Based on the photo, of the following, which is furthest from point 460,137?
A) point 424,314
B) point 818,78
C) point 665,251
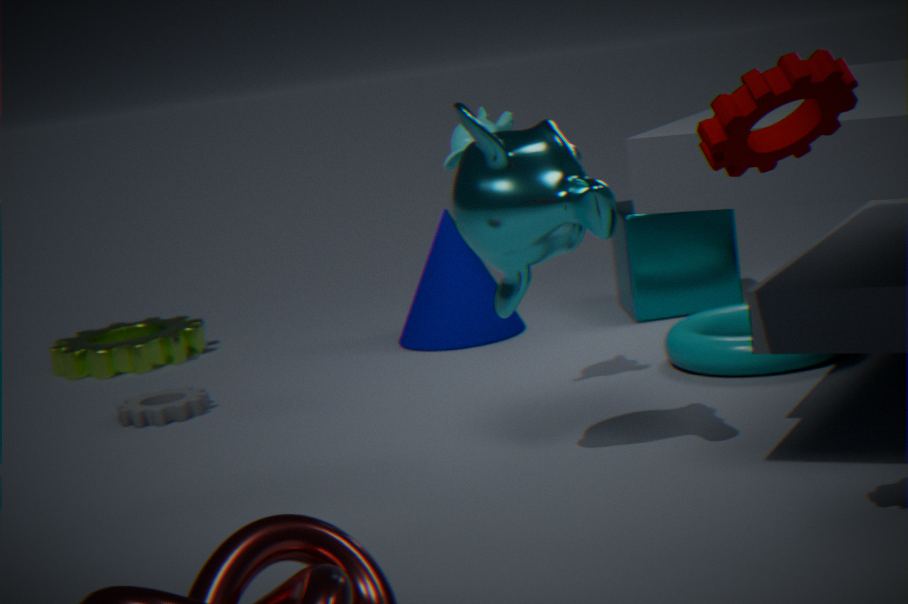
point 818,78
